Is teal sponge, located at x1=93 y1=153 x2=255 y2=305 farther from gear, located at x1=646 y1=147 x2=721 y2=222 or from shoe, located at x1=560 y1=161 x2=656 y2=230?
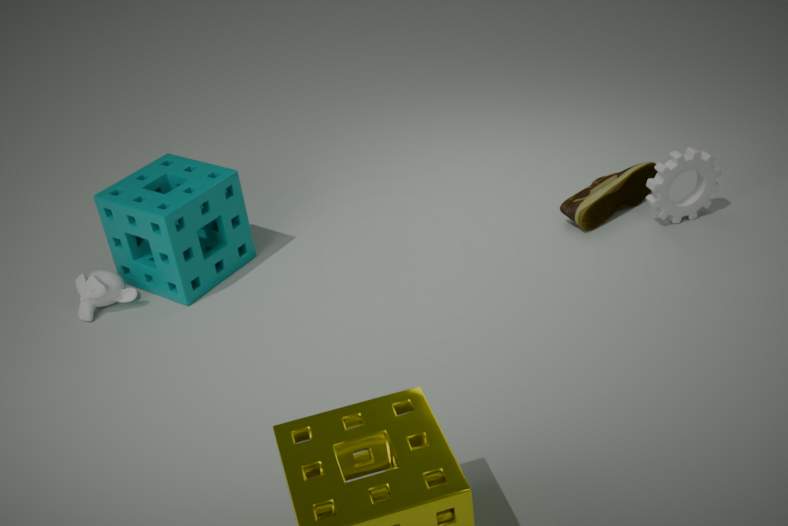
gear, located at x1=646 y1=147 x2=721 y2=222
